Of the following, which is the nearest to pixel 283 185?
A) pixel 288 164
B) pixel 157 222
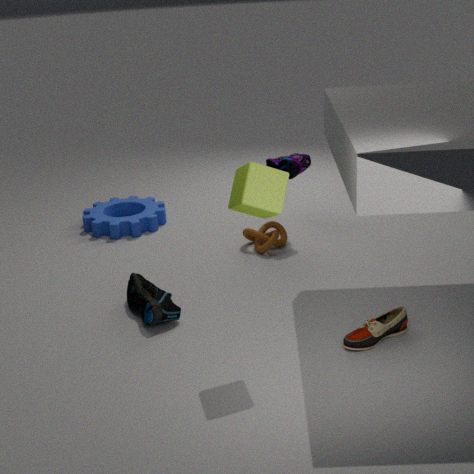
pixel 288 164
